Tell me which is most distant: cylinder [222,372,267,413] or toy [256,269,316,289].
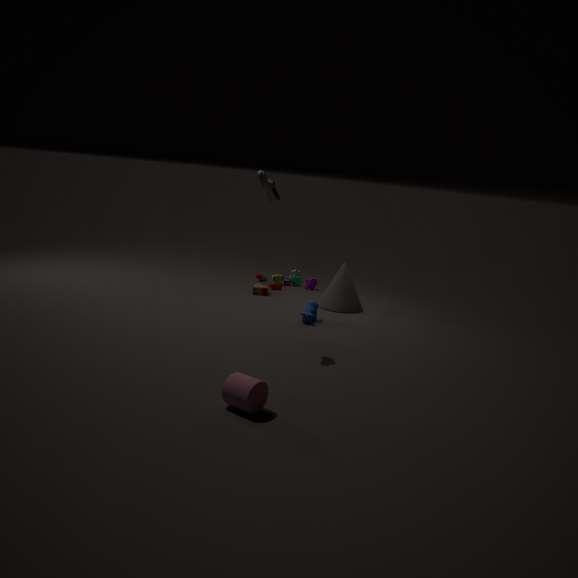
toy [256,269,316,289]
